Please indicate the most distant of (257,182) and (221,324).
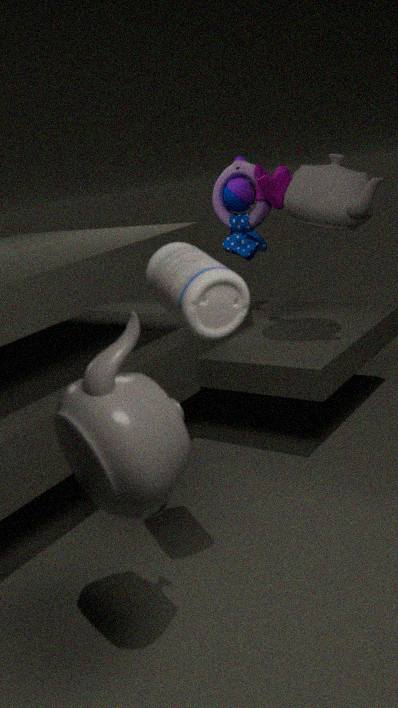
(257,182)
